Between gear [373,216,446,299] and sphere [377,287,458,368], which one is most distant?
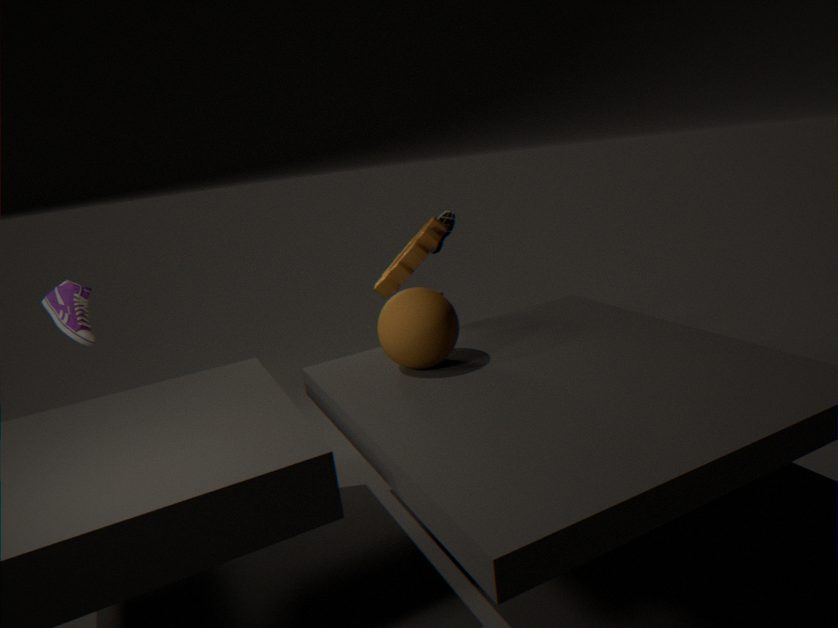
gear [373,216,446,299]
